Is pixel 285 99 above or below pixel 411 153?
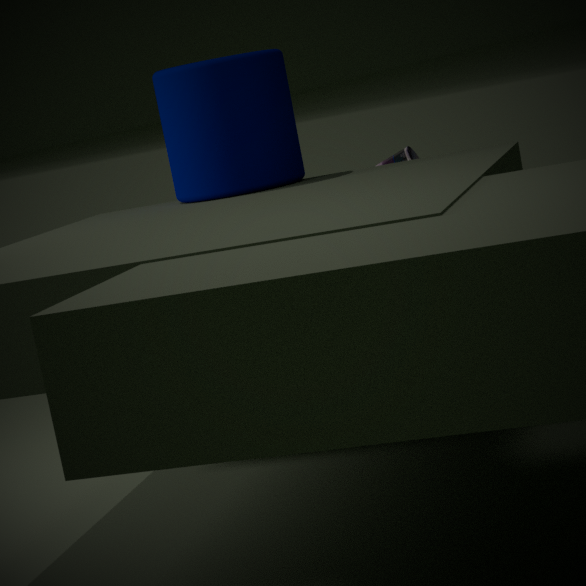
above
